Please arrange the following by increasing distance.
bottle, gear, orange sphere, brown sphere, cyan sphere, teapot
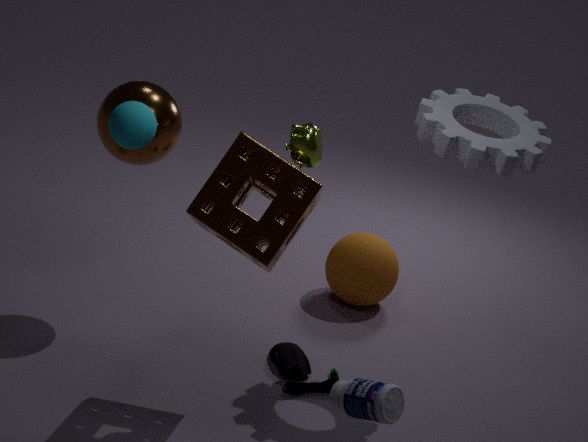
bottle < teapot < cyan sphere < gear < brown sphere < orange sphere
